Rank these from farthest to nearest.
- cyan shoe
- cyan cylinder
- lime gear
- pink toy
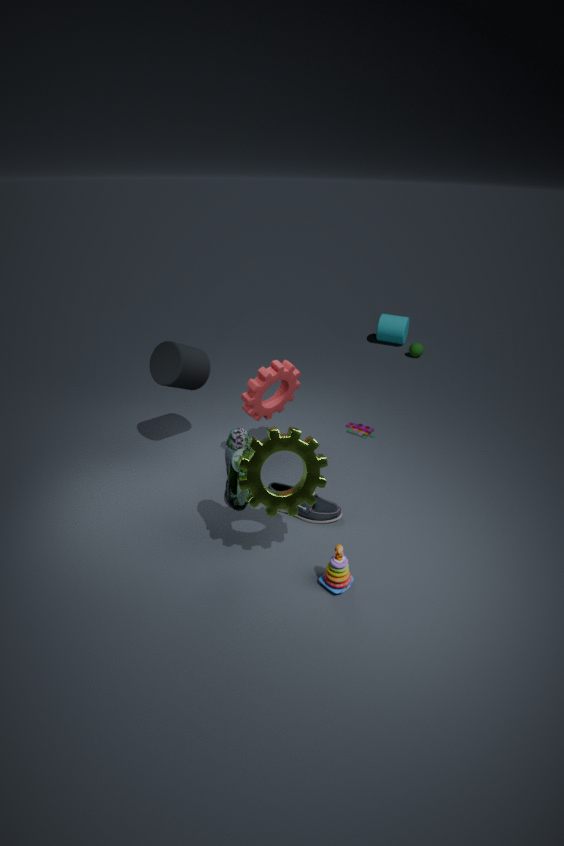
cyan cylinder
pink toy
cyan shoe
lime gear
